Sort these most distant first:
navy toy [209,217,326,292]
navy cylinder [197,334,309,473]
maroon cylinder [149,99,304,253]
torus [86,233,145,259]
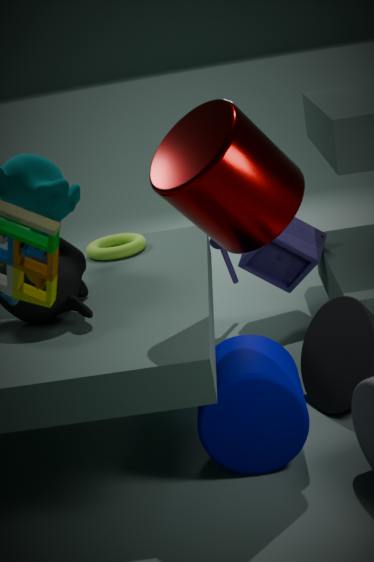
navy toy [209,217,326,292] → torus [86,233,145,259] → navy cylinder [197,334,309,473] → maroon cylinder [149,99,304,253]
